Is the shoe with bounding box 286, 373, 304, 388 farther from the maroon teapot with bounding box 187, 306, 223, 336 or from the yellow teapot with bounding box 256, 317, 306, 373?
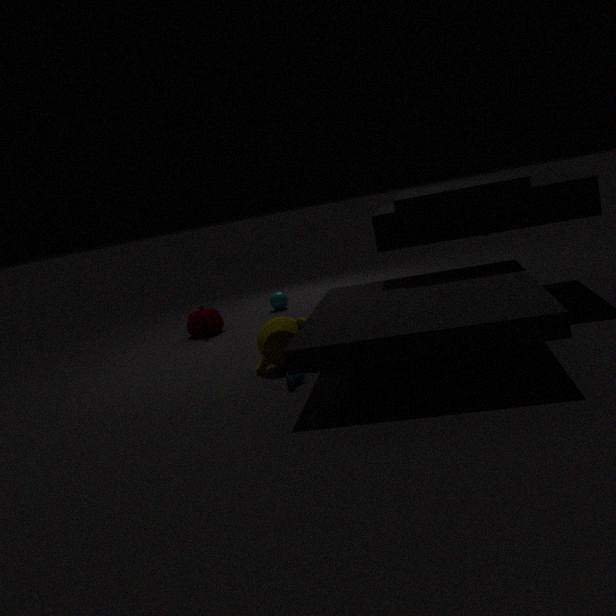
the maroon teapot with bounding box 187, 306, 223, 336
